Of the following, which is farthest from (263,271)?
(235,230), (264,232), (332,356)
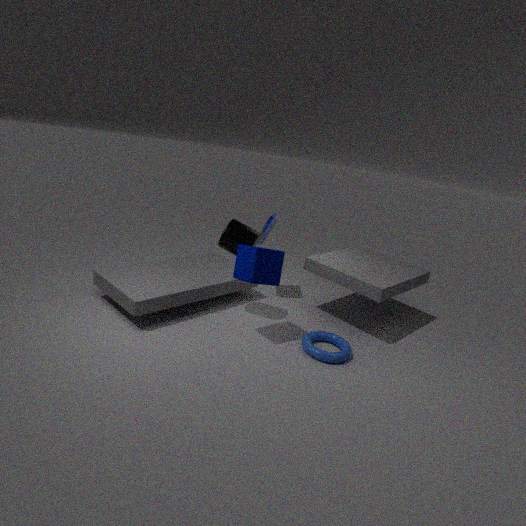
(264,232)
